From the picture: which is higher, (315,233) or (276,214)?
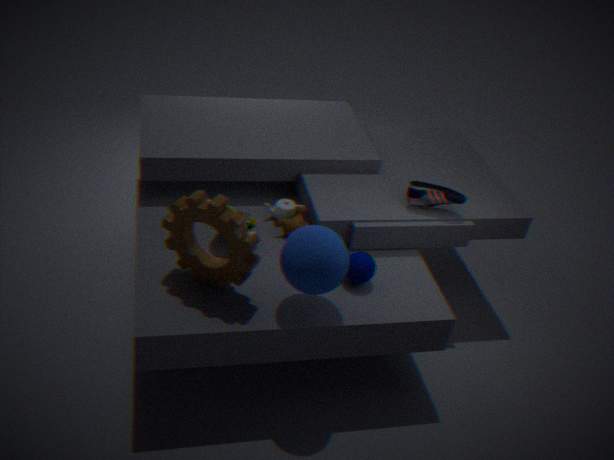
(315,233)
